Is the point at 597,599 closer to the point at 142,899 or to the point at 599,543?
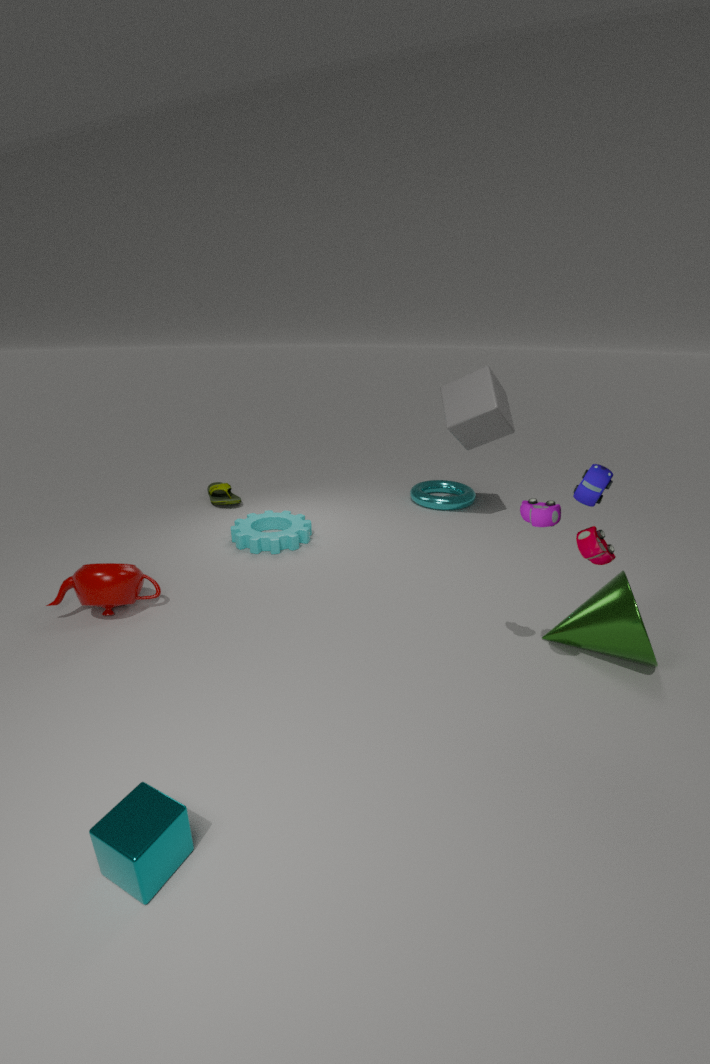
the point at 599,543
